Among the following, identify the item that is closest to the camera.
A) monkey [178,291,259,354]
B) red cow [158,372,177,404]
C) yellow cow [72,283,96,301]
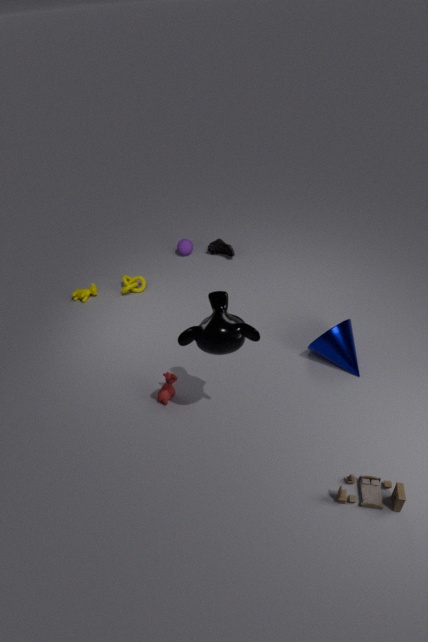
monkey [178,291,259,354]
